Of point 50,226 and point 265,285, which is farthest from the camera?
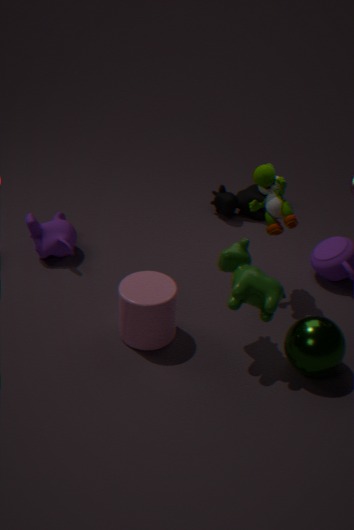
point 50,226
